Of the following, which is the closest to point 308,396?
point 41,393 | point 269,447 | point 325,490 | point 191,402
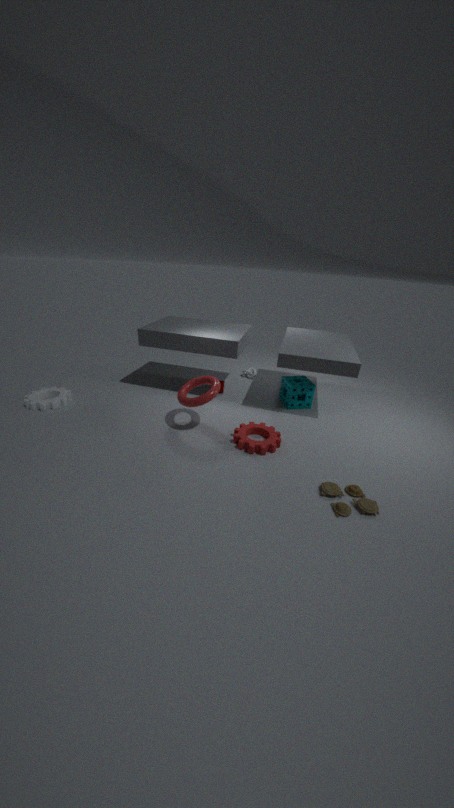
point 269,447
